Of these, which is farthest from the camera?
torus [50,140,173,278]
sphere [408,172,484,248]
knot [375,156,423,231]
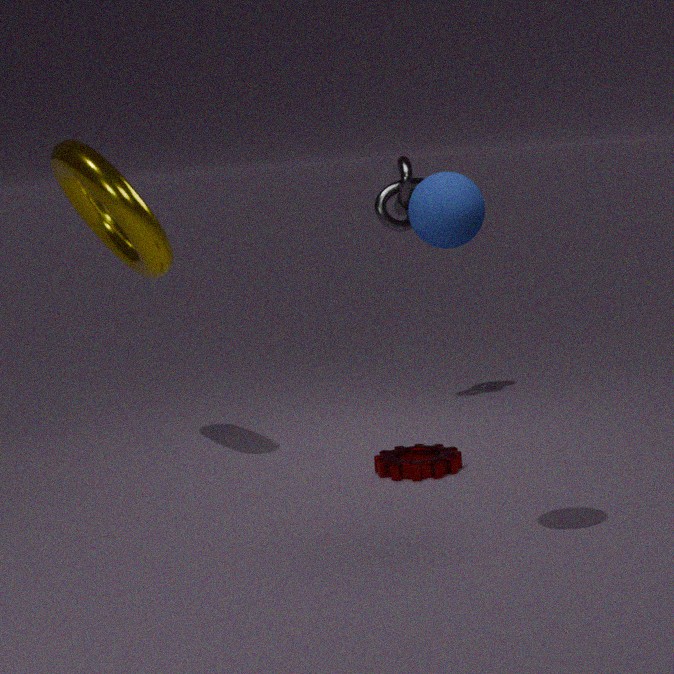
knot [375,156,423,231]
